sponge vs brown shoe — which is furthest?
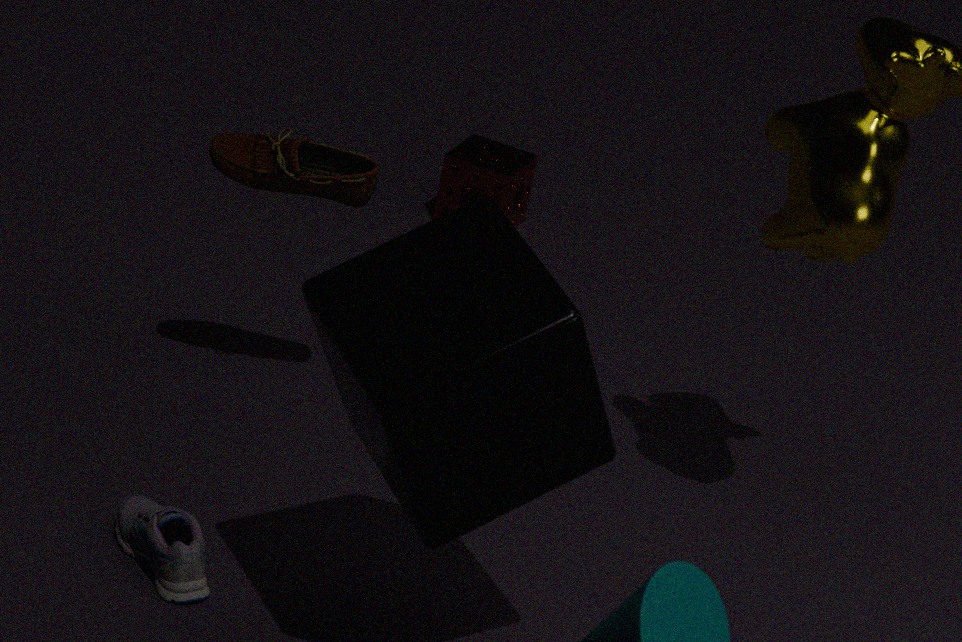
sponge
